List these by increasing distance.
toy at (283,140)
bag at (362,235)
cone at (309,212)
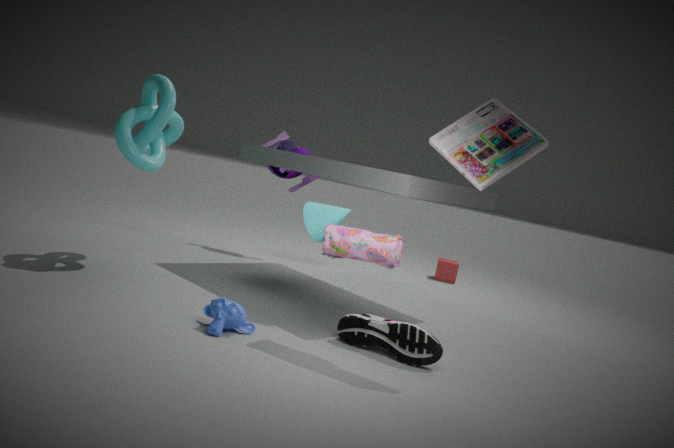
bag at (362,235) → cone at (309,212) → toy at (283,140)
